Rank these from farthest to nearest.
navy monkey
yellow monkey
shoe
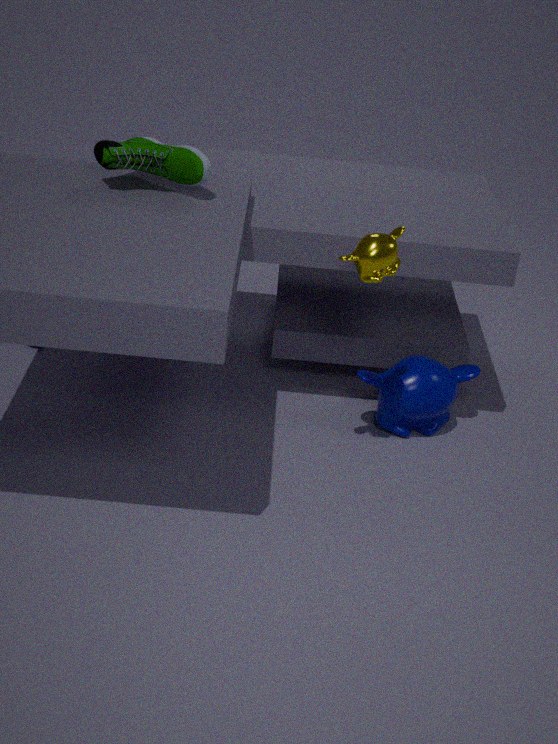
navy monkey < shoe < yellow monkey
